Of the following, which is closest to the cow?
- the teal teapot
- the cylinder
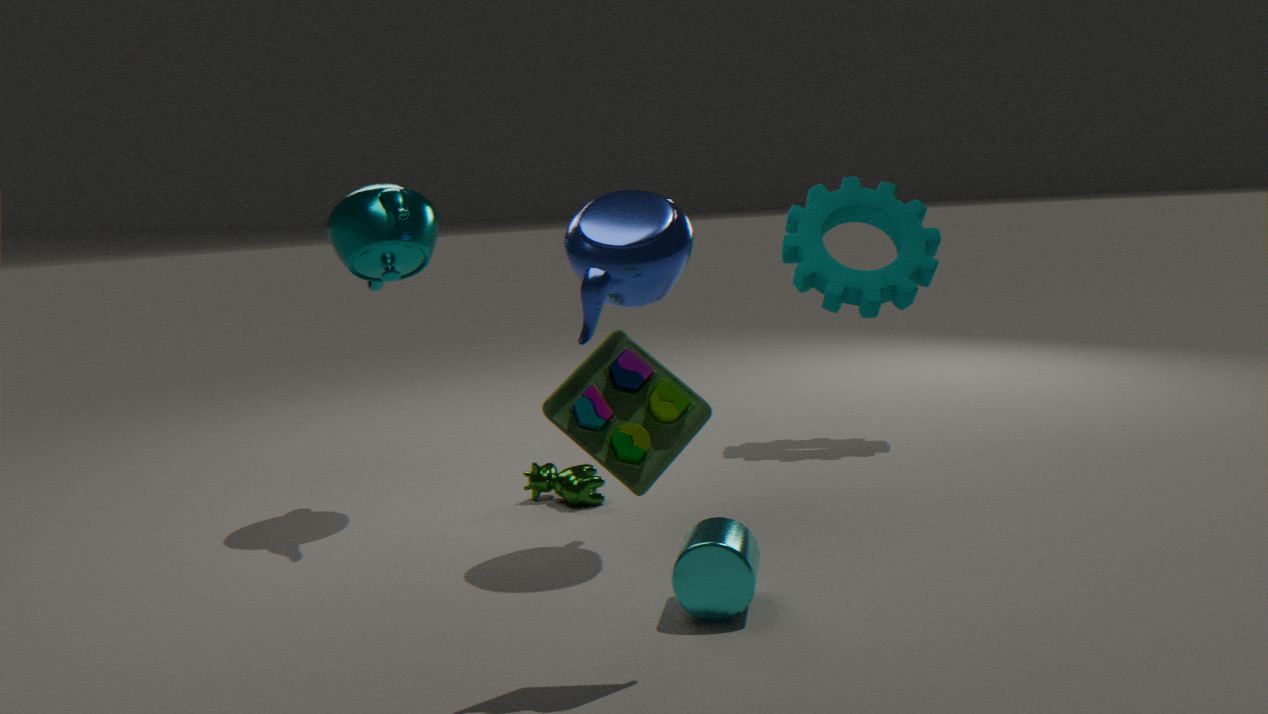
the teal teapot
